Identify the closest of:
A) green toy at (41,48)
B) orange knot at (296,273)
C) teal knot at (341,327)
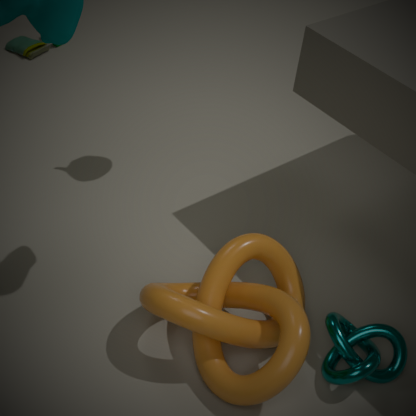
orange knot at (296,273)
